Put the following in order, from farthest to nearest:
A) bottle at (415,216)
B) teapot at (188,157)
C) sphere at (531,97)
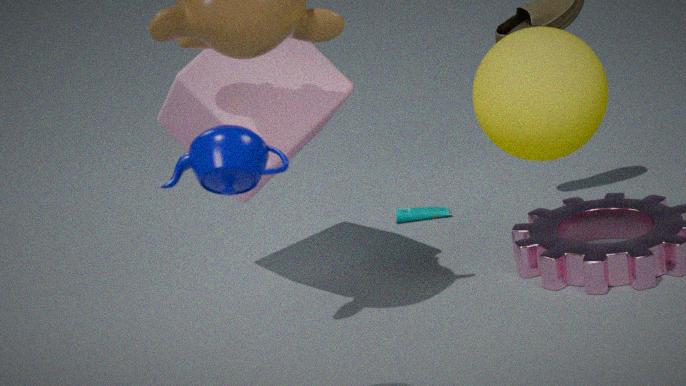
bottle at (415,216) < sphere at (531,97) < teapot at (188,157)
